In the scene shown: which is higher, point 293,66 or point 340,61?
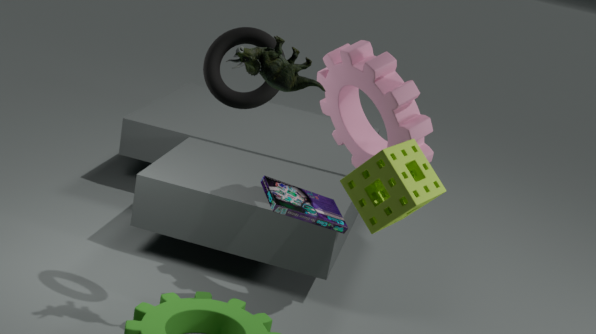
point 293,66
